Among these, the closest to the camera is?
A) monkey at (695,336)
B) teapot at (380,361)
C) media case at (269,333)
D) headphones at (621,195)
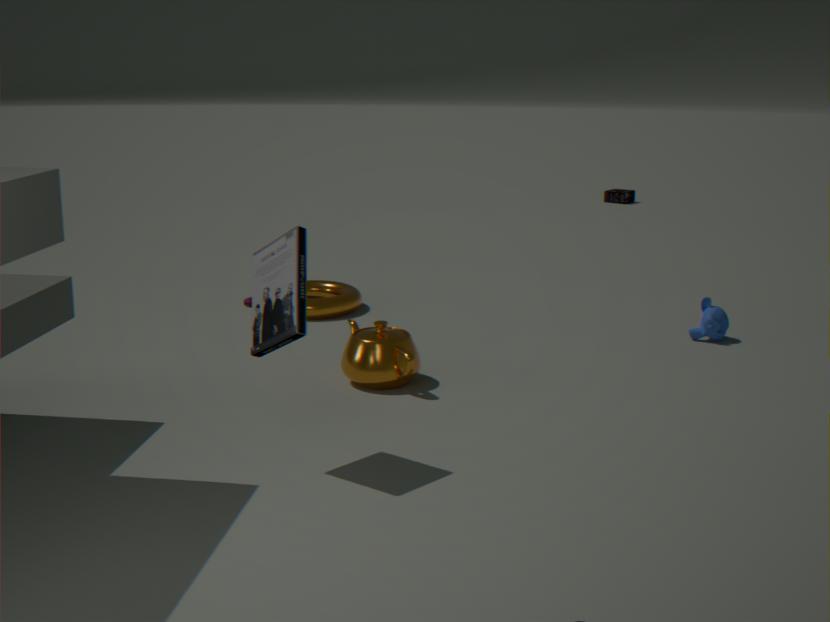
media case at (269,333)
